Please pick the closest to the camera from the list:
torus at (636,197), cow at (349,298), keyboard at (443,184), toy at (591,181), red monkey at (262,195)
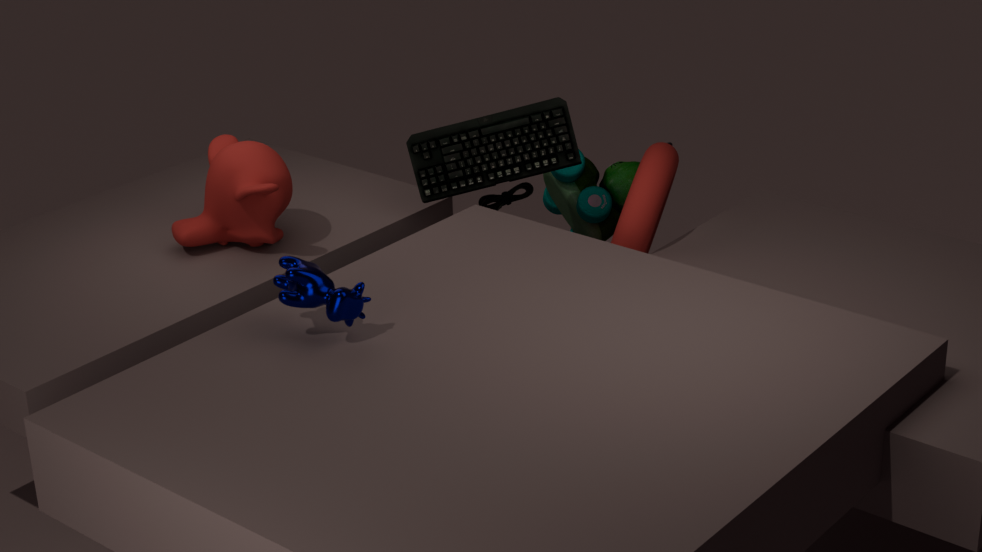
cow at (349,298)
